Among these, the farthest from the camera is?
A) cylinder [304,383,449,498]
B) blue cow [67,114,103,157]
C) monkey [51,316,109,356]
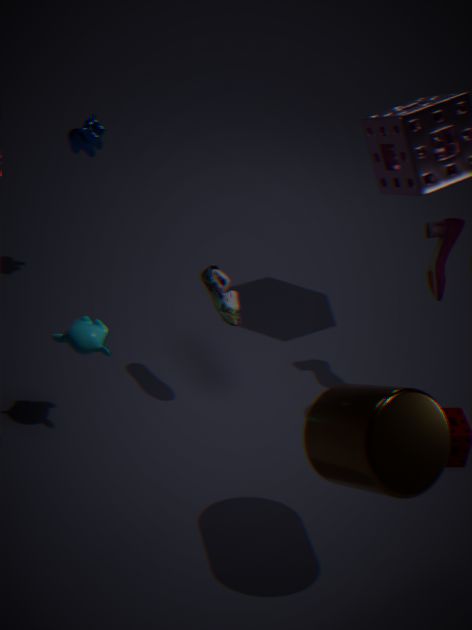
blue cow [67,114,103,157]
